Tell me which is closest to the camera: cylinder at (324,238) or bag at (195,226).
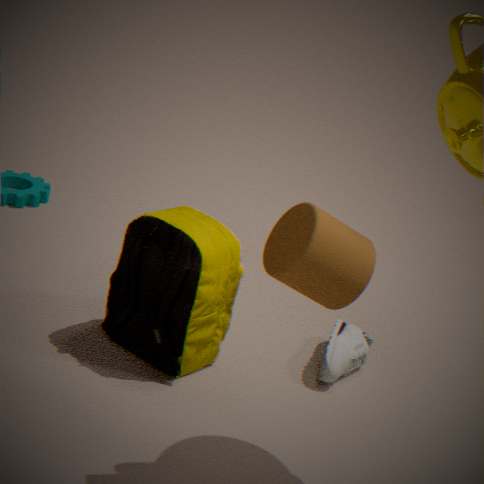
cylinder at (324,238)
